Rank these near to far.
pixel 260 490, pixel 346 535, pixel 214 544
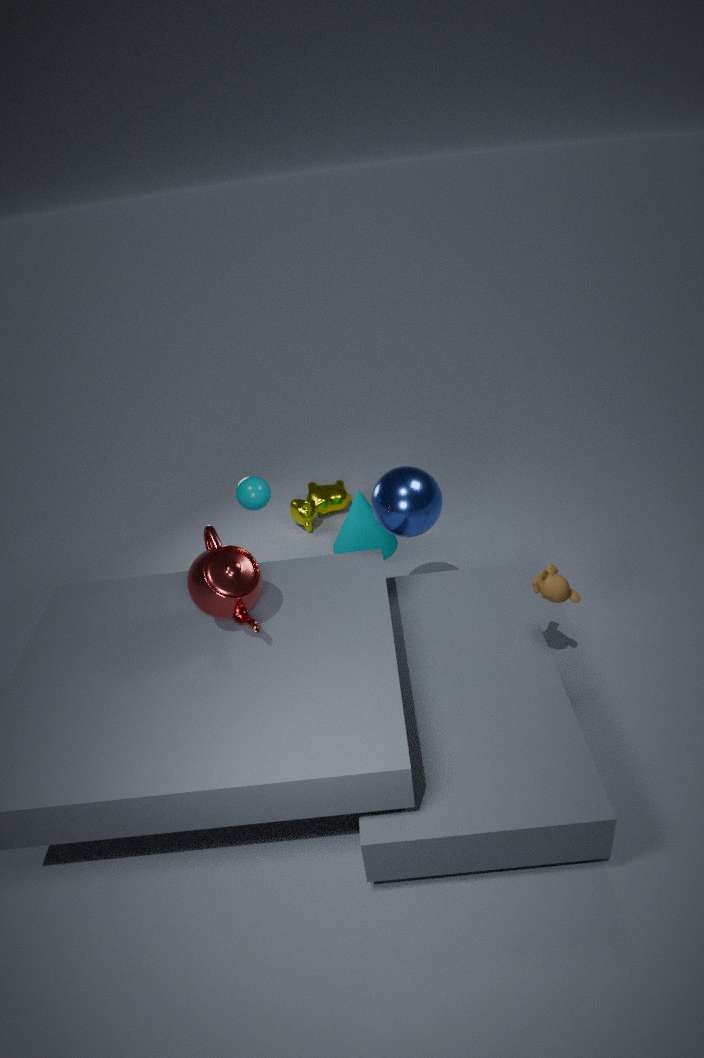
pixel 214 544
pixel 260 490
pixel 346 535
